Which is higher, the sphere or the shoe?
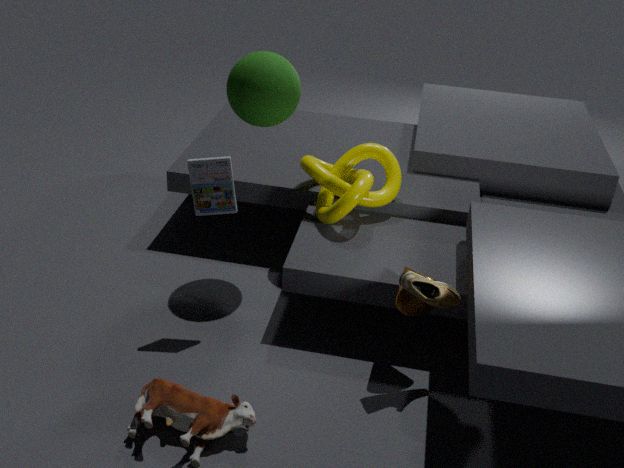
the sphere
